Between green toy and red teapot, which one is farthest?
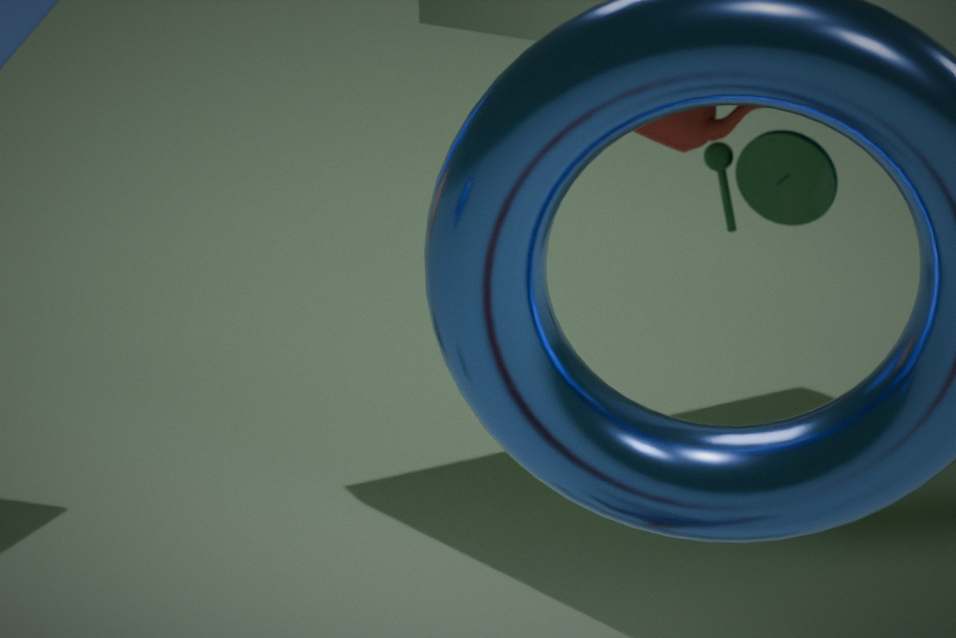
green toy
